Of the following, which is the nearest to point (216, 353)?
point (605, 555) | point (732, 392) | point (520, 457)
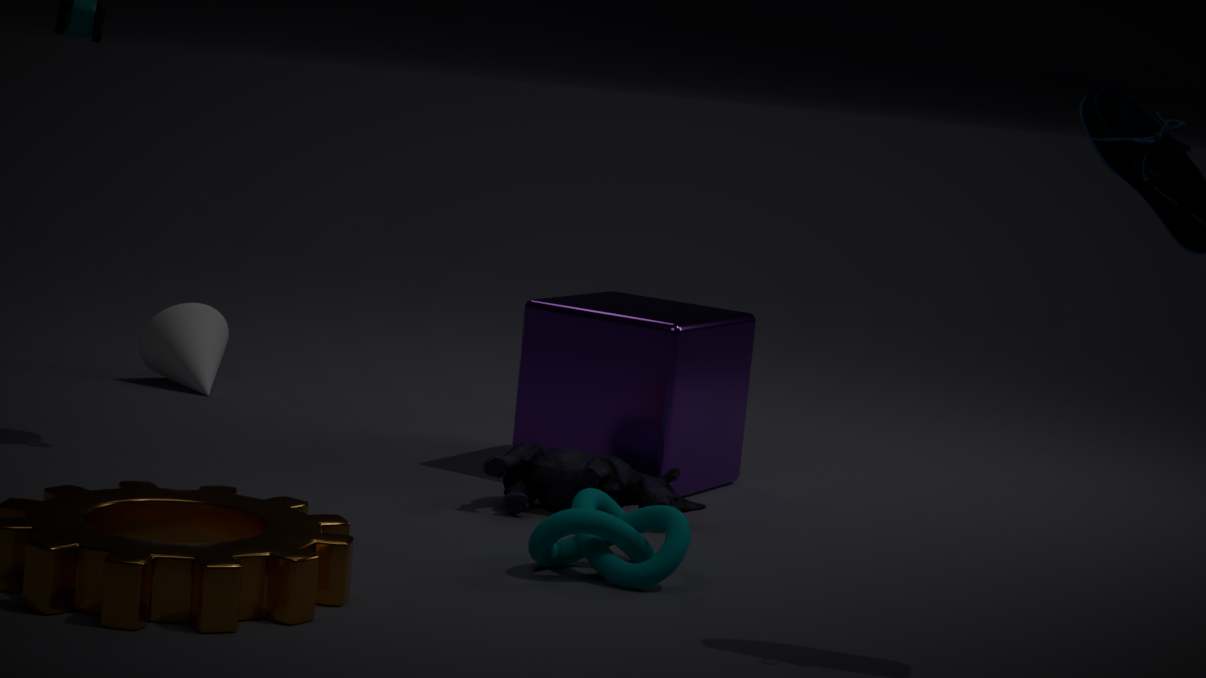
point (732, 392)
